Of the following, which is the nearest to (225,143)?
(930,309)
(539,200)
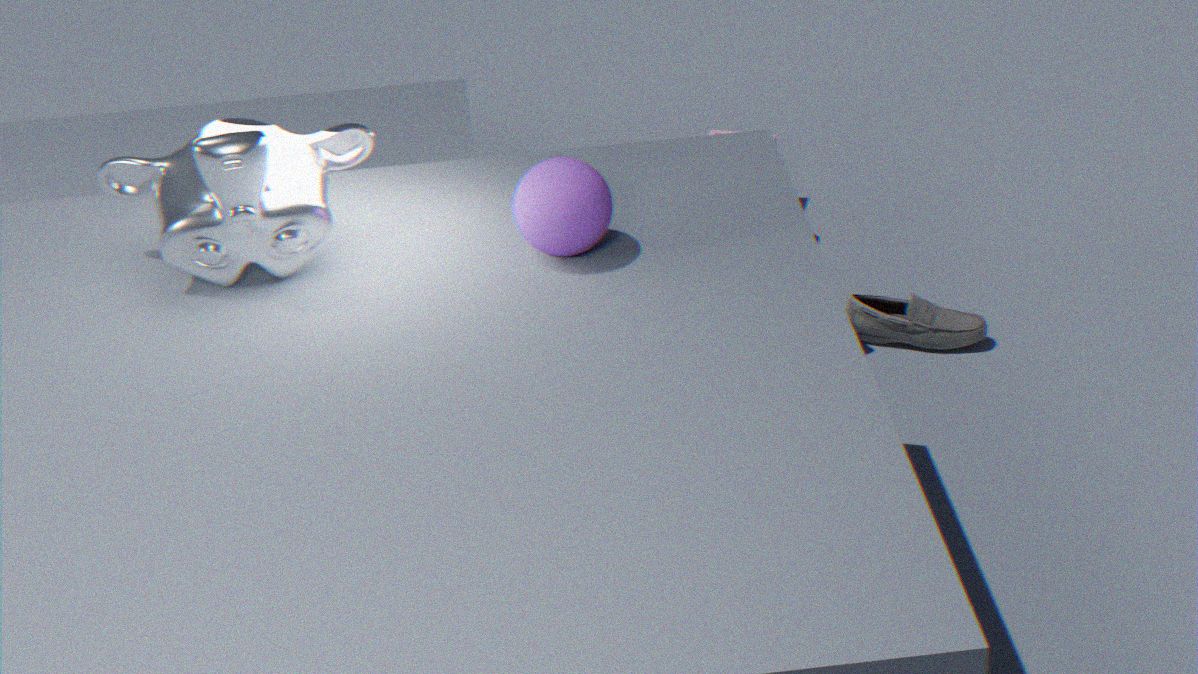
(539,200)
